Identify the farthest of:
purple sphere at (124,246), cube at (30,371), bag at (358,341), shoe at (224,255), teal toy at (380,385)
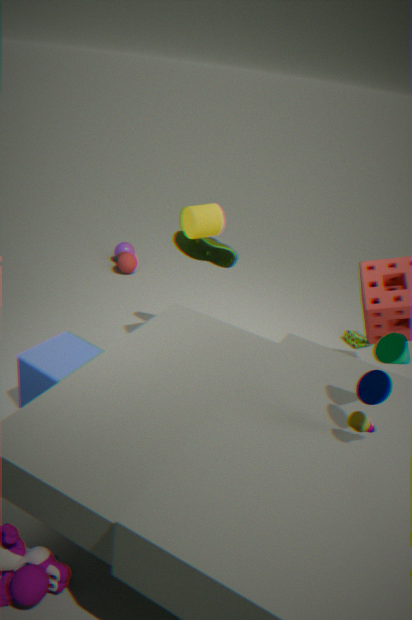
purple sphere at (124,246)
